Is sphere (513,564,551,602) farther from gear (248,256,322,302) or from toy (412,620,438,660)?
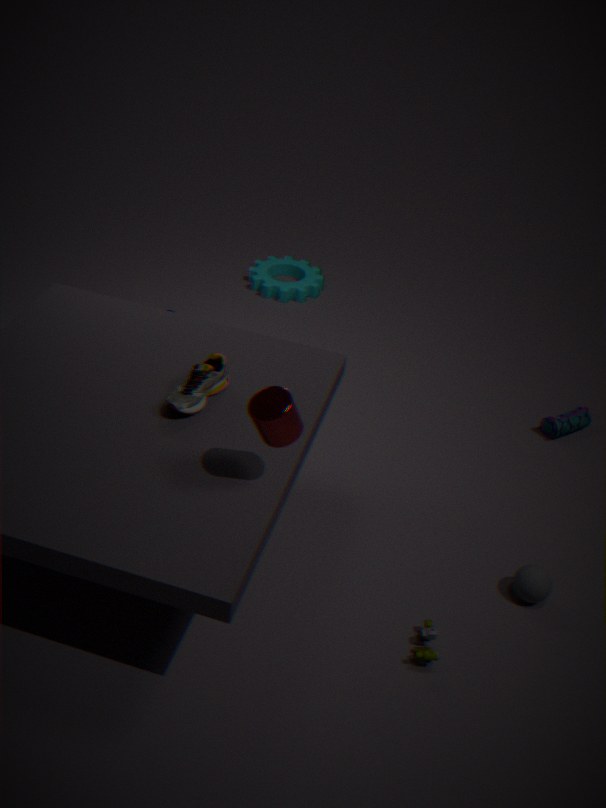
gear (248,256,322,302)
